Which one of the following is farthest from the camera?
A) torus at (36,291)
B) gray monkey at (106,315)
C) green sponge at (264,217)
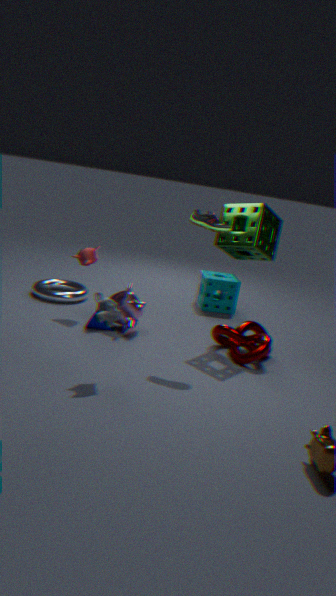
torus at (36,291)
